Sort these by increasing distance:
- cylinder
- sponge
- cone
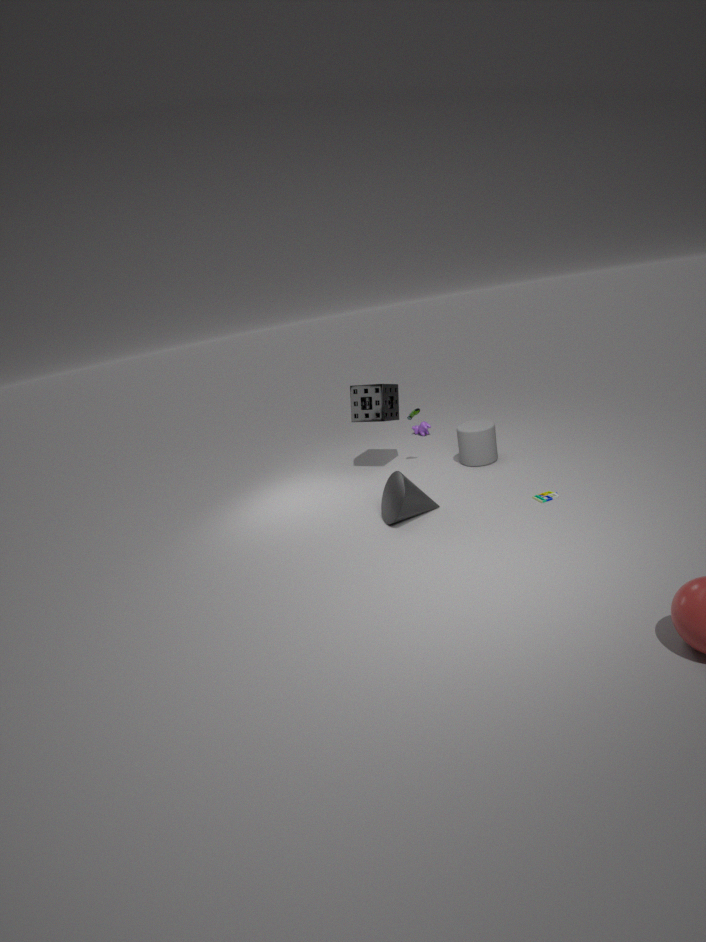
cone < cylinder < sponge
